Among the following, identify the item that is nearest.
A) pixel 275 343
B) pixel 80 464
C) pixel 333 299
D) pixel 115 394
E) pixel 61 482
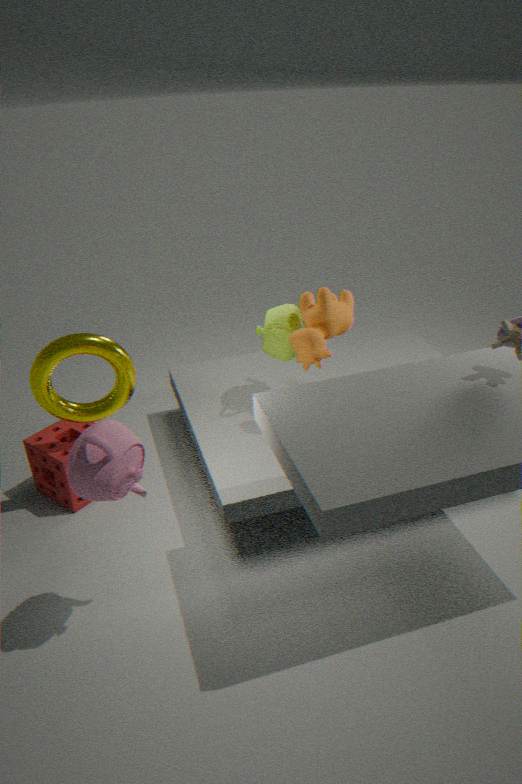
B. pixel 80 464
